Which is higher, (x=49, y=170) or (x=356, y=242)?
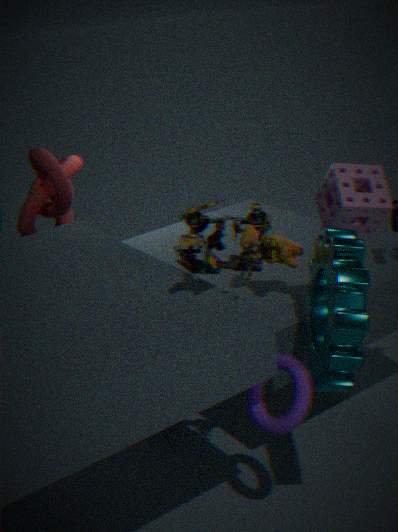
(x=49, y=170)
